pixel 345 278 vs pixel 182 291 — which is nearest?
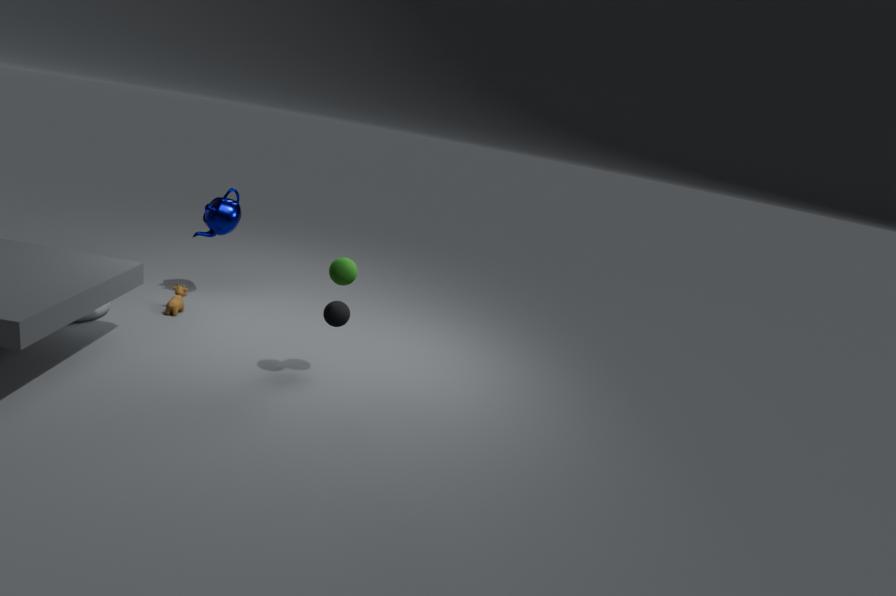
pixel 345 278
